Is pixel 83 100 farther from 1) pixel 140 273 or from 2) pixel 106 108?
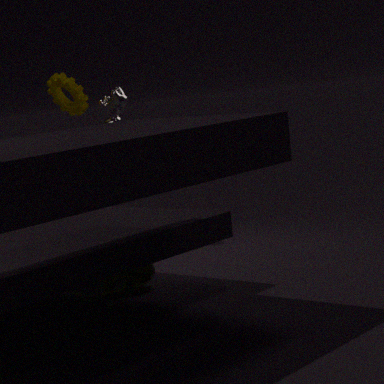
1) pixel 140 273
